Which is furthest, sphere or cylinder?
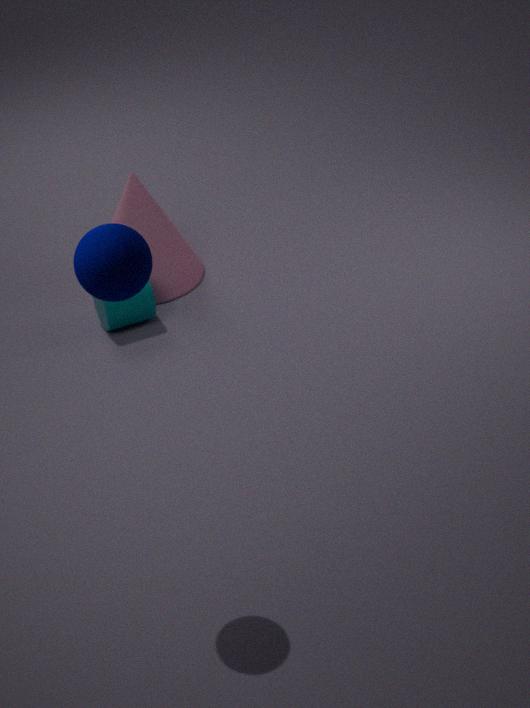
cylinder
